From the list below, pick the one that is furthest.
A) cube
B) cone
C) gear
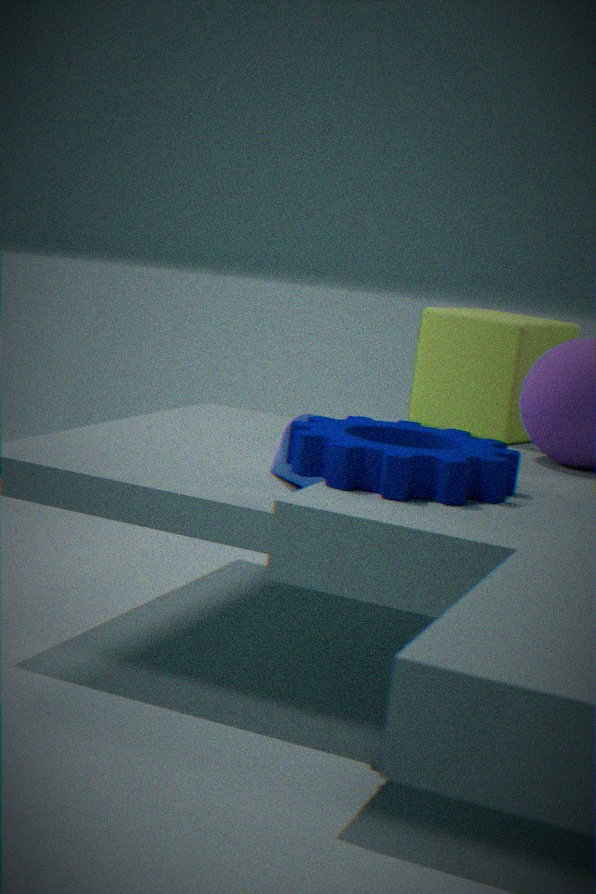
cube
